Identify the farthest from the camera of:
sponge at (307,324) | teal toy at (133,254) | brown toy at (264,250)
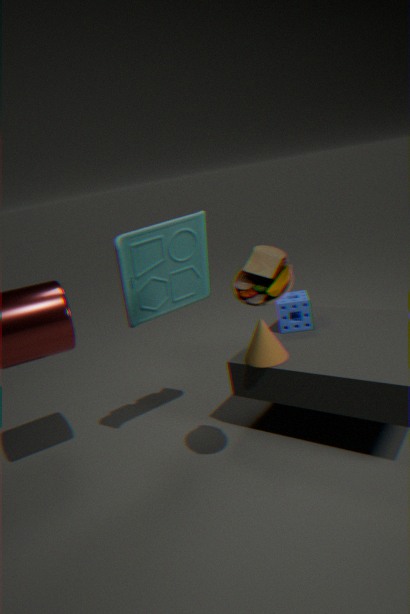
sponge at (307,324)
